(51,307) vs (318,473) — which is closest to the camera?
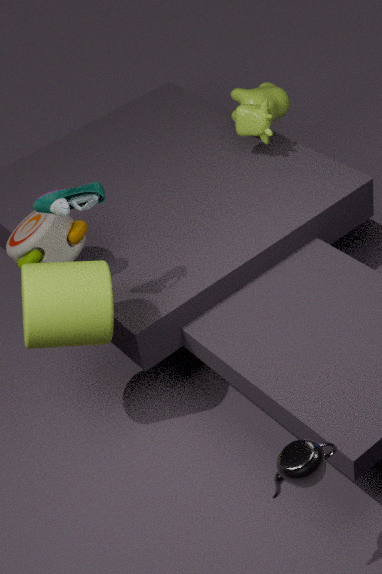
(318,473)
